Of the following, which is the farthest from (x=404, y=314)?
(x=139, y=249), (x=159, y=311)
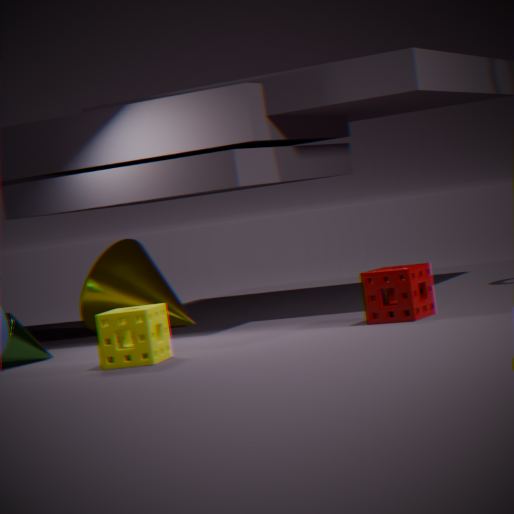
(x=139, y=249)
